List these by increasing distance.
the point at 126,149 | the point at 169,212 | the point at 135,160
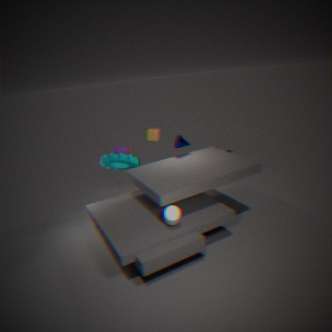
the point at 169,212 < the point at 135,160 < the point at 126,149
